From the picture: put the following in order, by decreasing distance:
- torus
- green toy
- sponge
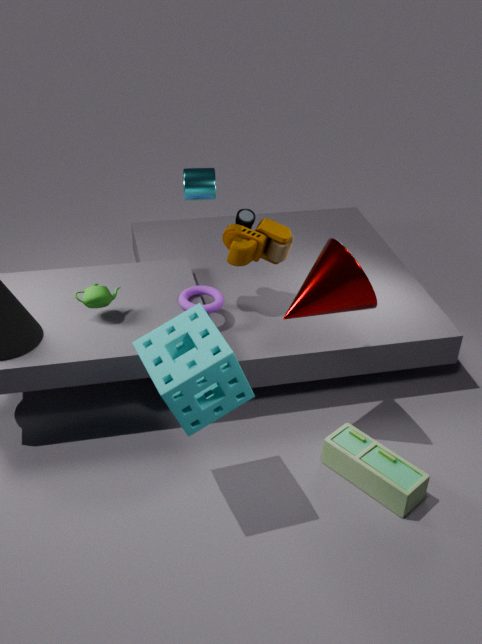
torus < green toy < sponge
